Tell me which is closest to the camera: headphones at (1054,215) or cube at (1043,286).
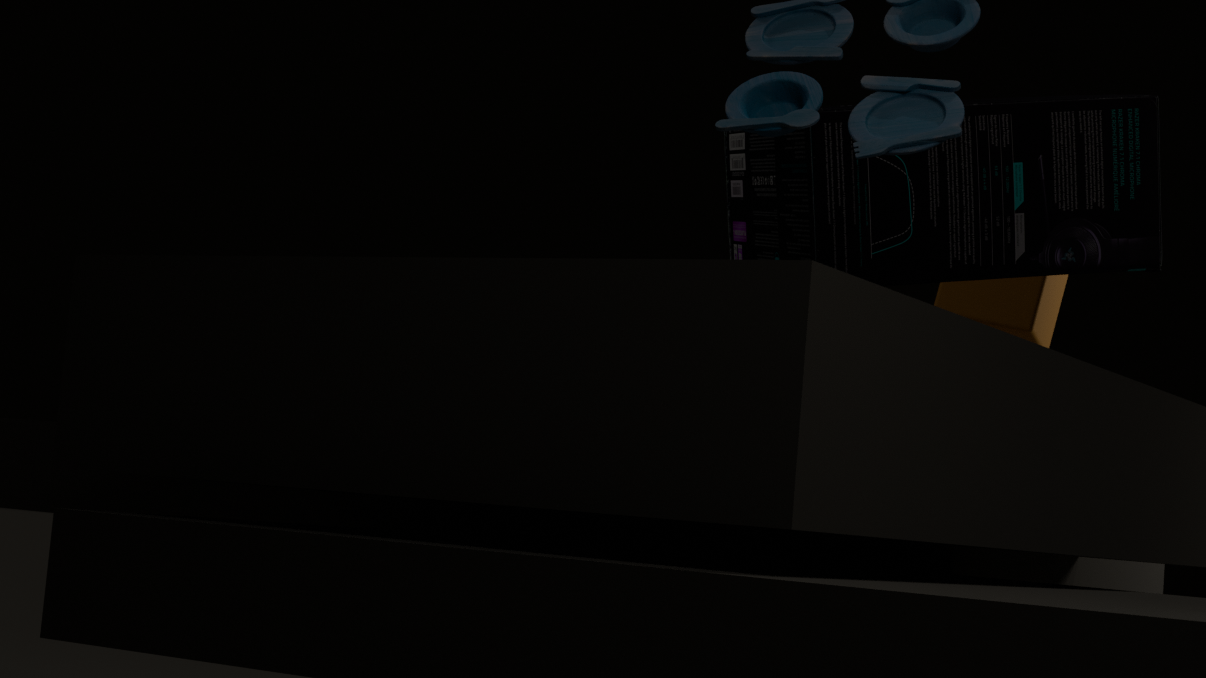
headphones at (1054,215)
